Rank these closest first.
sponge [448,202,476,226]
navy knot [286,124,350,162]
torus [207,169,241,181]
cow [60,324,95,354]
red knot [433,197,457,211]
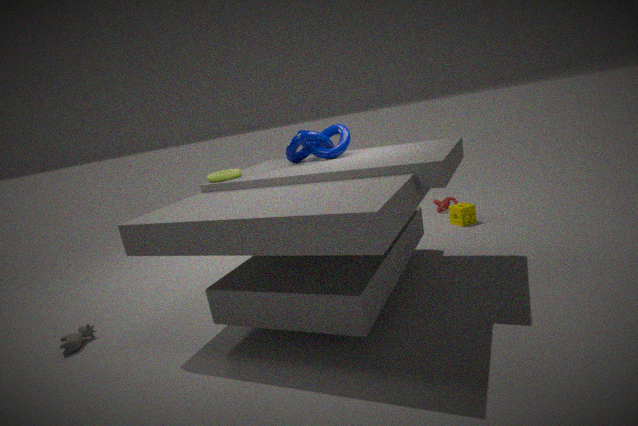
cow [60,324,95,354], torus [207,169,241,181], navy knot [286,124,350,162], sponge [448,202,476,226], red knot [433,197,457,211]
